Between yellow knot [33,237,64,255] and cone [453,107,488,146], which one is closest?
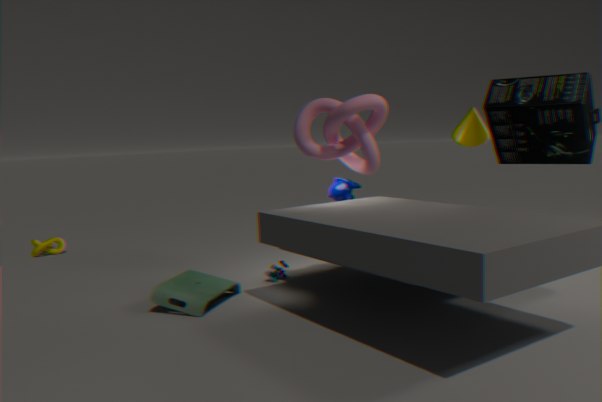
cone [453,107,488,146]
